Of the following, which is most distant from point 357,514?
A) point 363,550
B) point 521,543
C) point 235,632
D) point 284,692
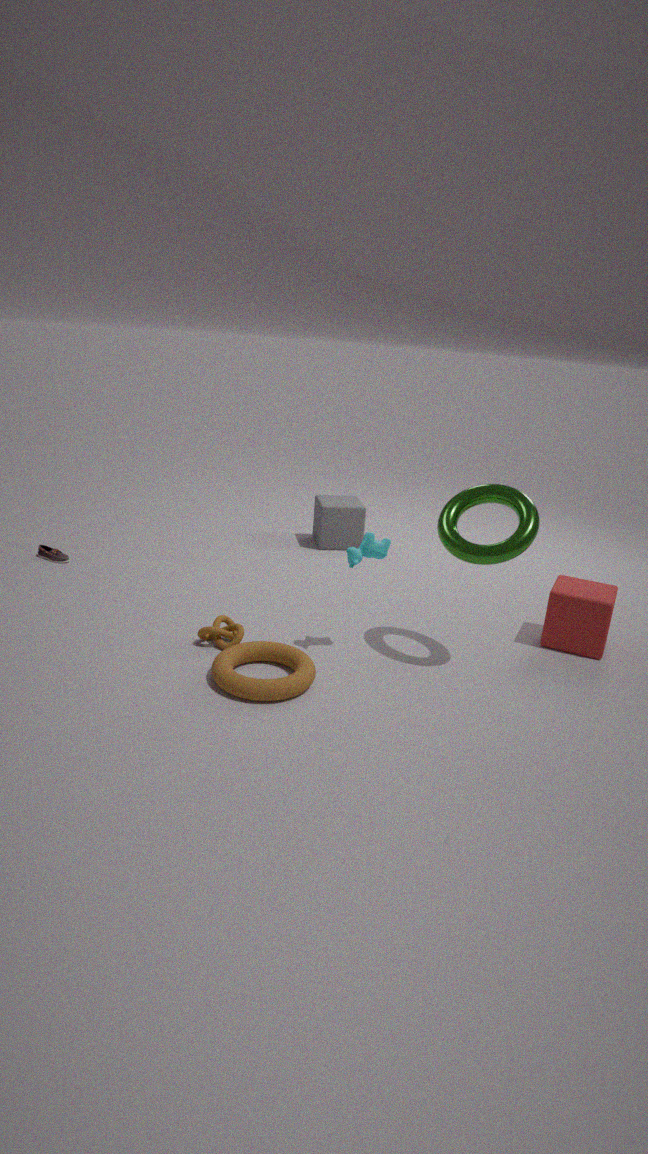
point 284,692
